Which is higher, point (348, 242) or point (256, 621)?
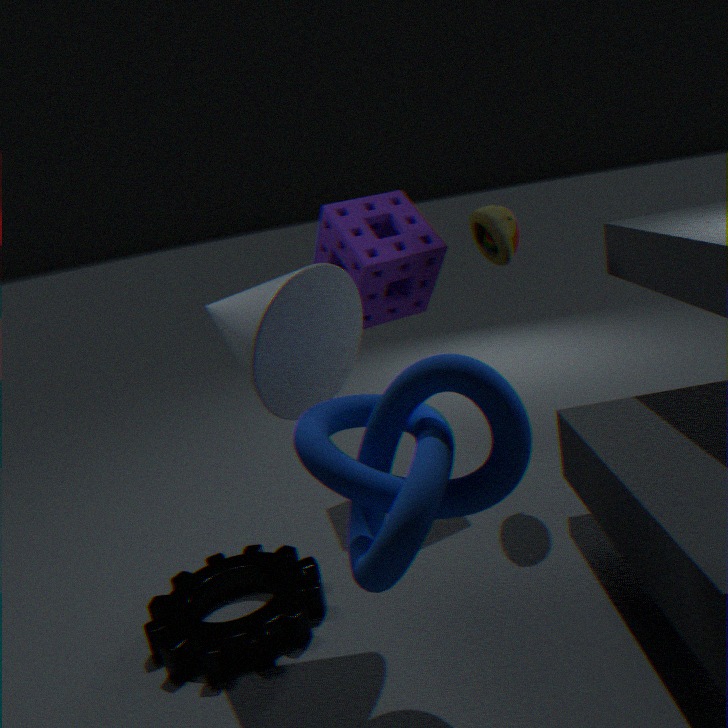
Answer: point (348, 242)
